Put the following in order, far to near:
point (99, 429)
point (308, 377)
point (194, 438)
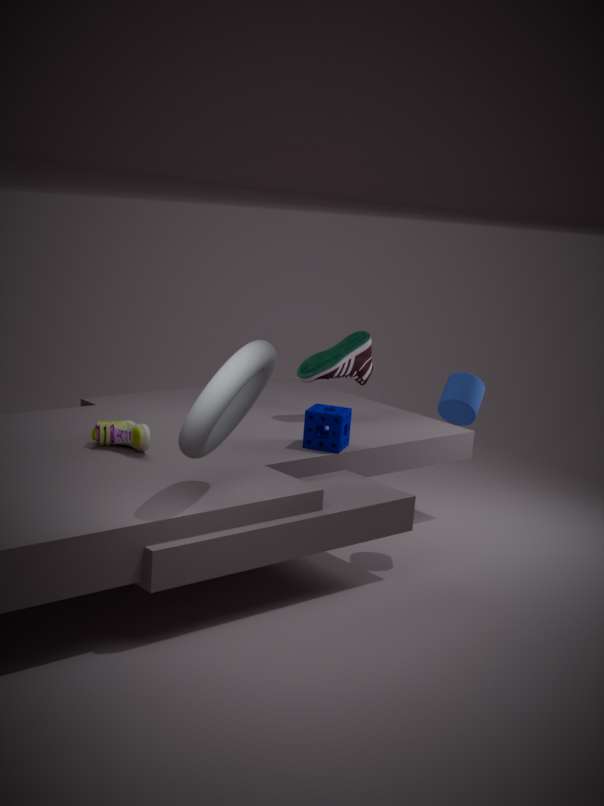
point (308, 377), point (99, 429), point (194, 438)
